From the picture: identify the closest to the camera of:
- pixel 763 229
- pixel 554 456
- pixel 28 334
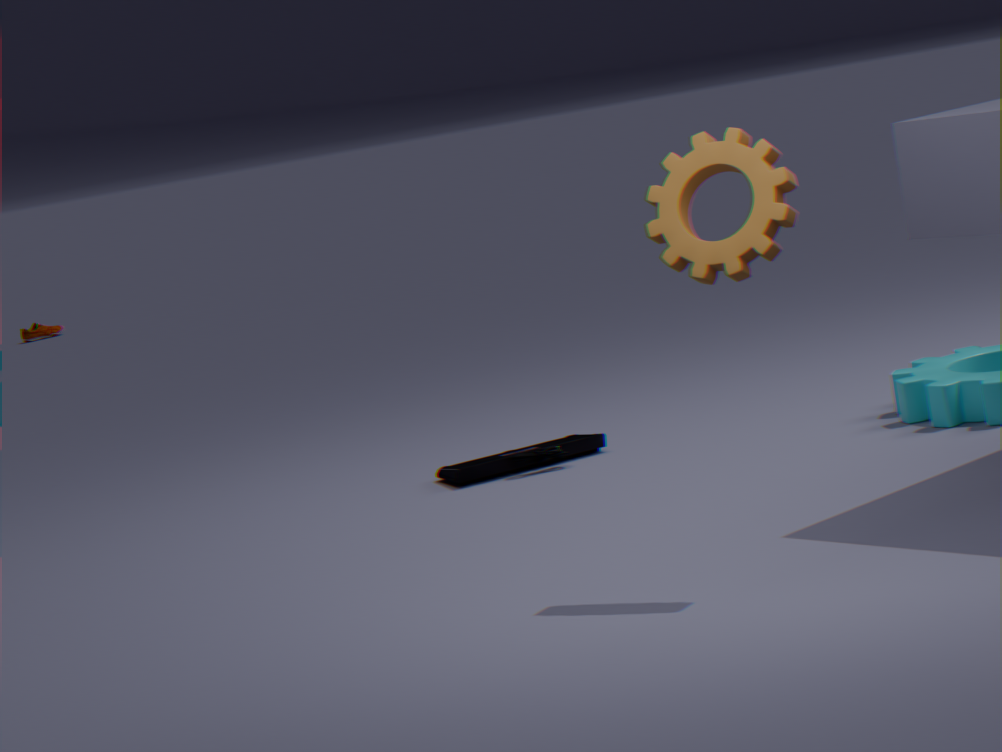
pixel 763 229
